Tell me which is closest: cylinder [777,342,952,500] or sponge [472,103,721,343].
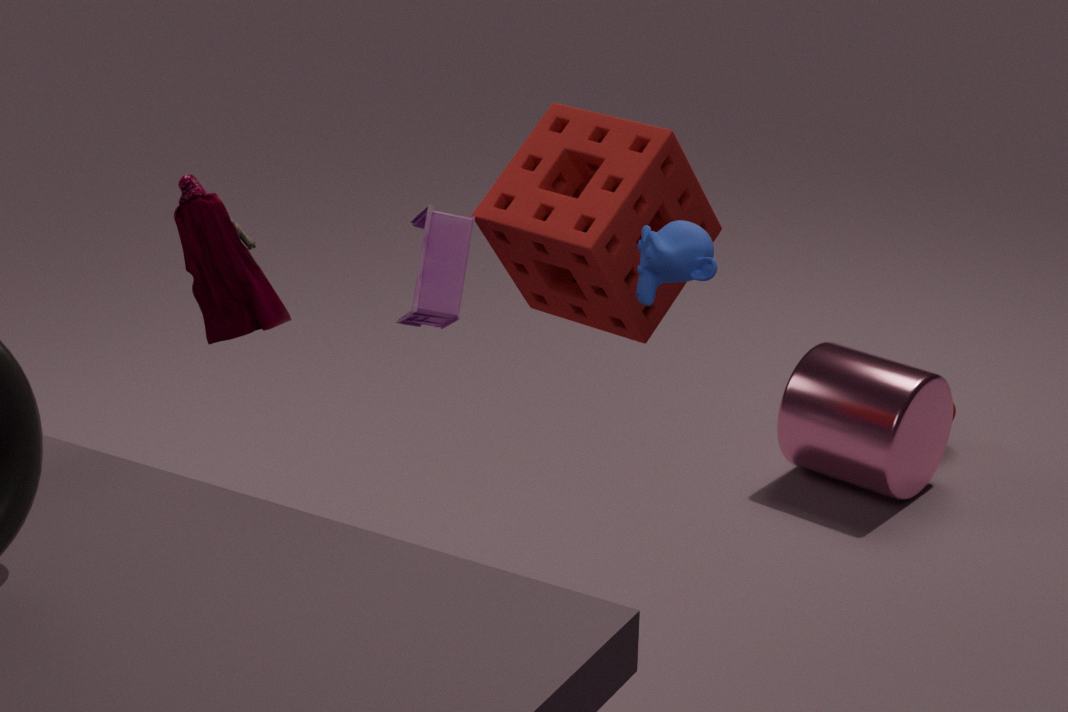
sponge [472,103,721,343]
